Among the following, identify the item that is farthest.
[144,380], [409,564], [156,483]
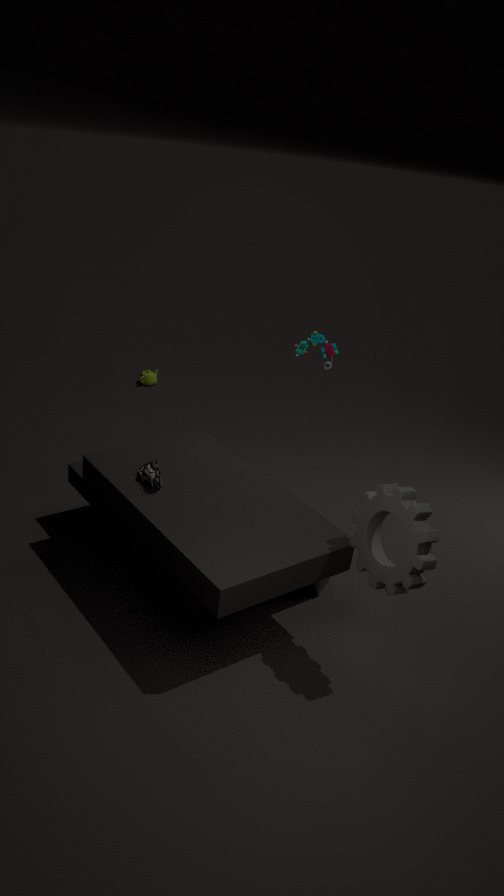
[144,380]
